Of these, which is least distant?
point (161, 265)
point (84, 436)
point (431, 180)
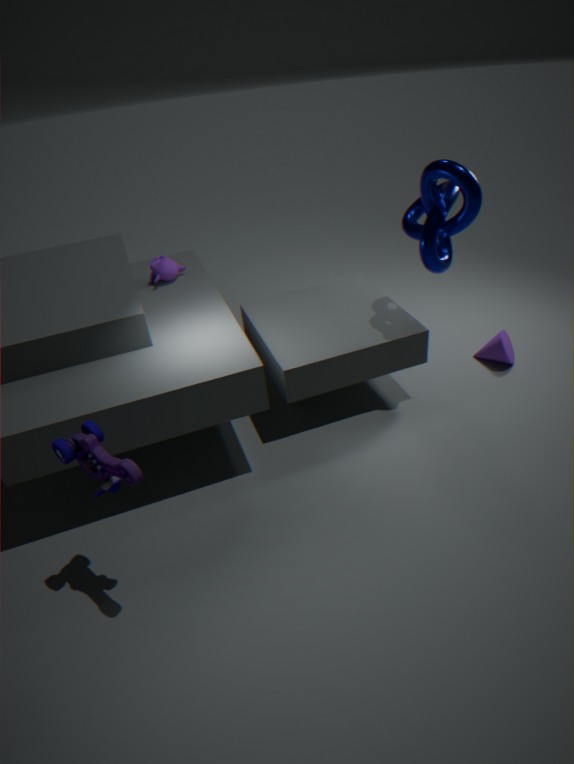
point (84, 436)
